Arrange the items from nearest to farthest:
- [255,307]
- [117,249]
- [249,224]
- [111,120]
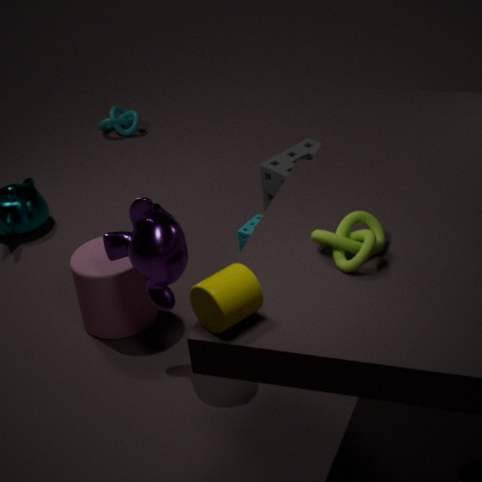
1. [255,307]
2. [117,249]
3. [249,224]
4. [111,120]
